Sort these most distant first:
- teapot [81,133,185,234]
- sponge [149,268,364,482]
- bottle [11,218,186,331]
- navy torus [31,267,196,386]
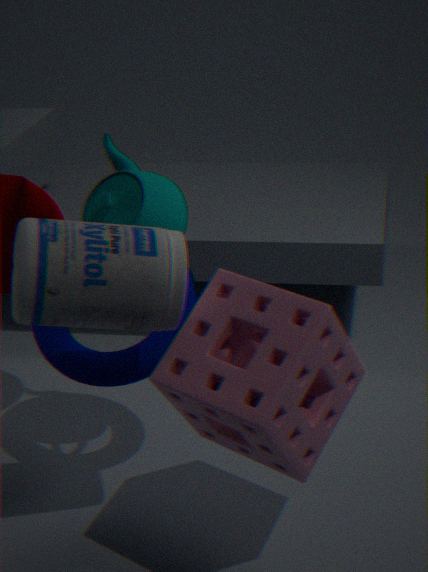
1. navy torus [31,267,196,386]
2. teapot [81,133,185,234]
3. bottle [11,218,186,331]
4. sponge [149,268,364,482]
